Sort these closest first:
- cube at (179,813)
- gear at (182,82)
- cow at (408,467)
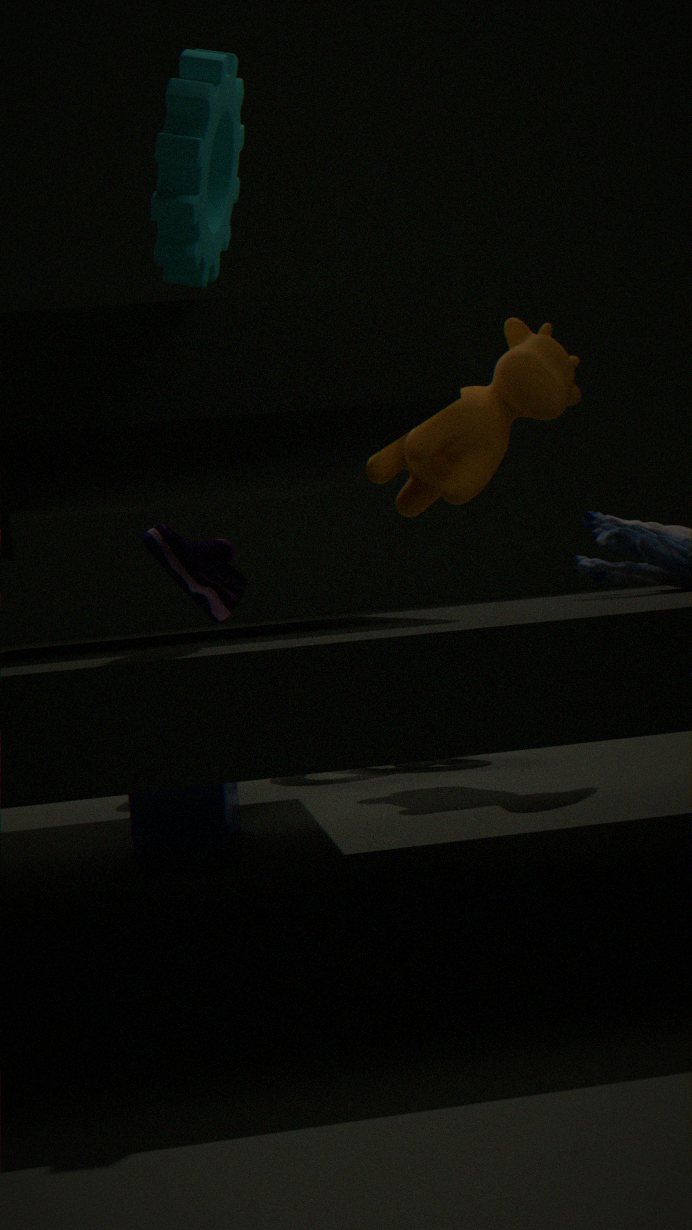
gear at (182,82), cube at (179,813), cow at (408,467)
